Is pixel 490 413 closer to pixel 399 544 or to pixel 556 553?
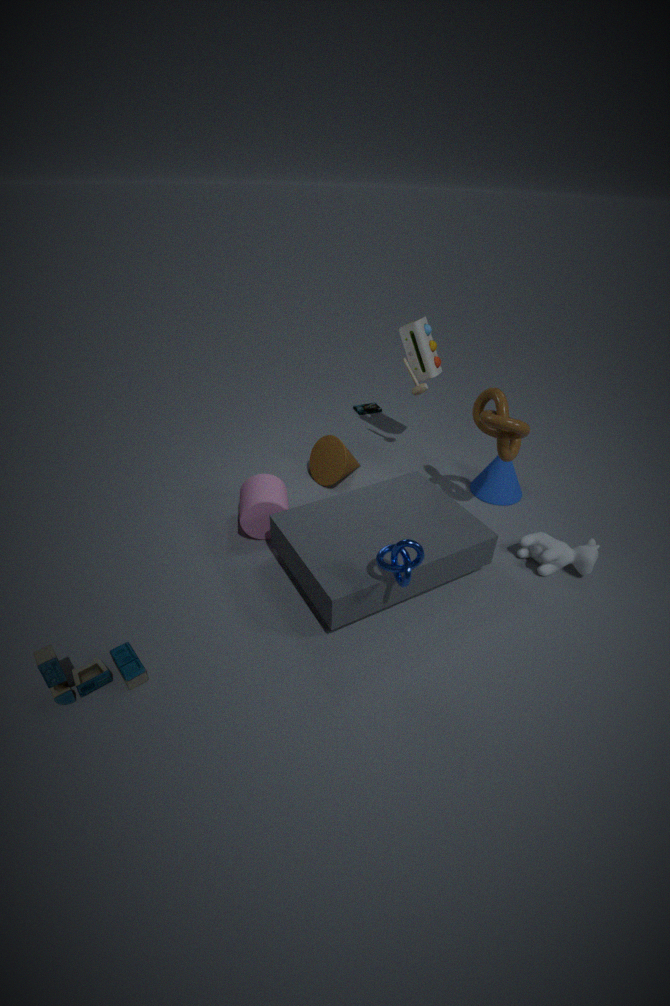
pixel 556 553
